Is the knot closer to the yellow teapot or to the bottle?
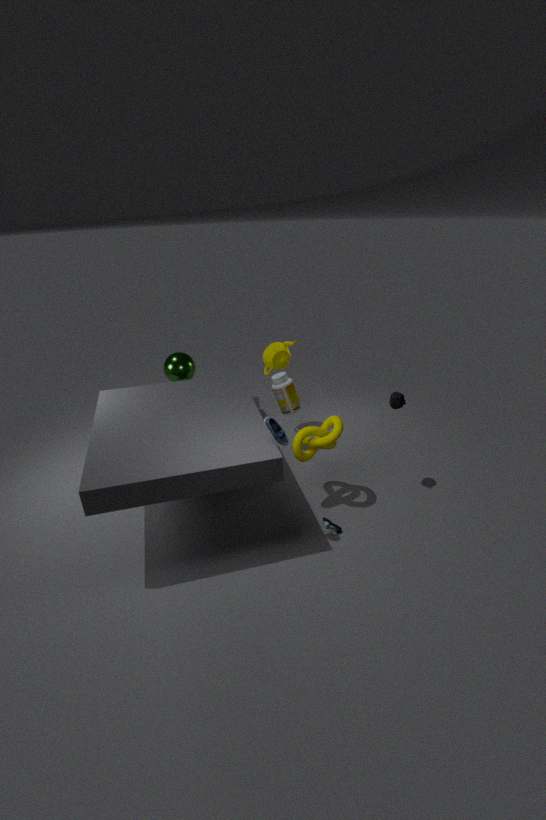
the bottle
